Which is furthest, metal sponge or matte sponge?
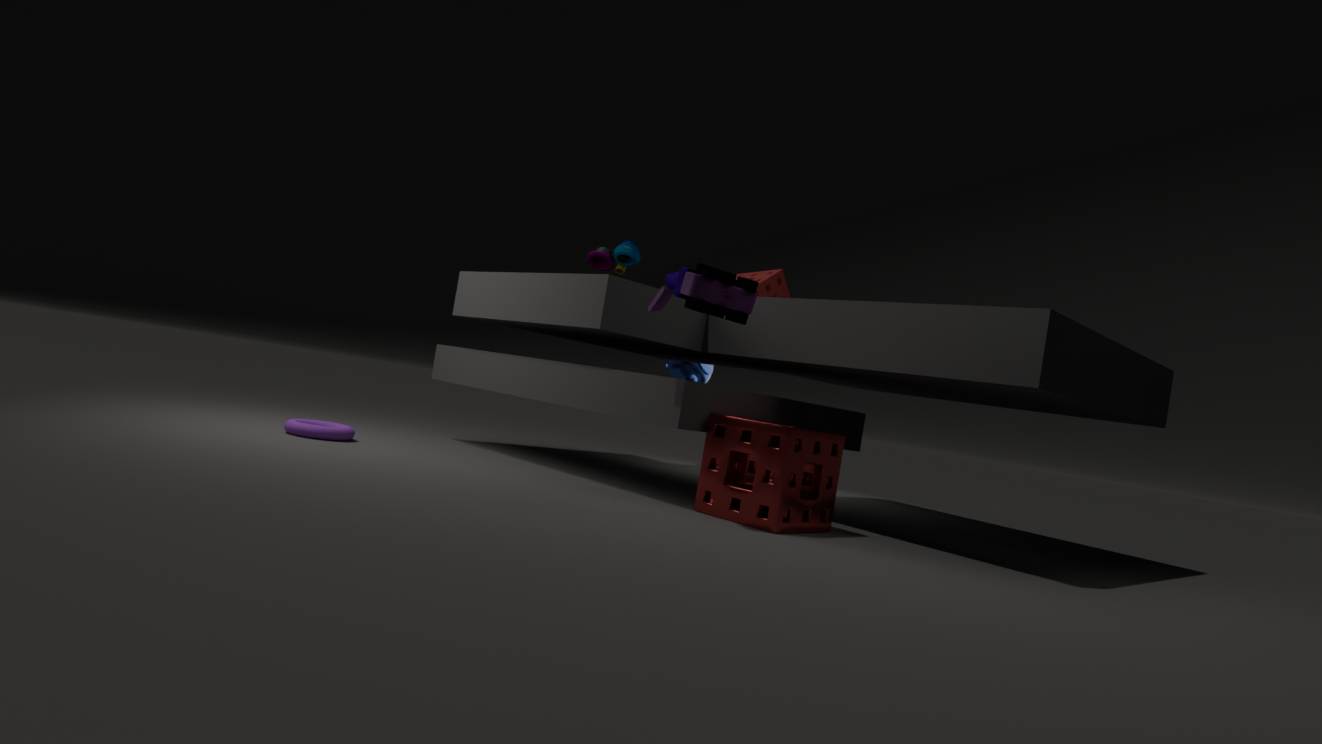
matte sponge
